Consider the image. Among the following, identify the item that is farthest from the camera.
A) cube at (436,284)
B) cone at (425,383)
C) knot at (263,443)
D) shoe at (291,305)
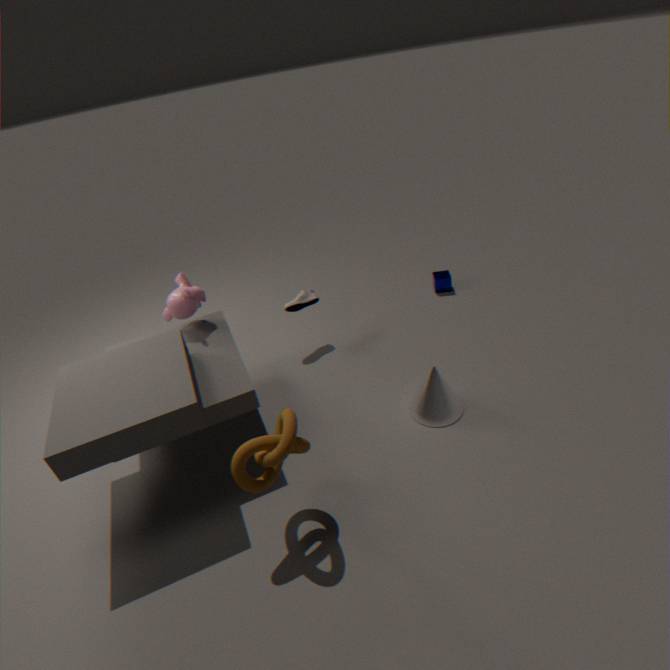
cube at (436,284)
